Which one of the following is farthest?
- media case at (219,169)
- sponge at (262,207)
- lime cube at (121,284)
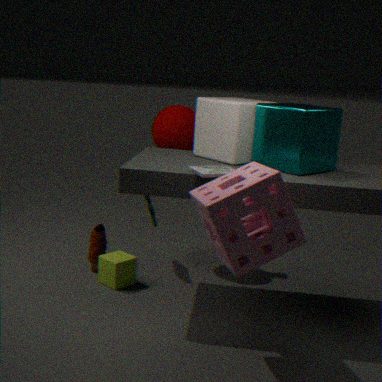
lime cube at (121,284)
